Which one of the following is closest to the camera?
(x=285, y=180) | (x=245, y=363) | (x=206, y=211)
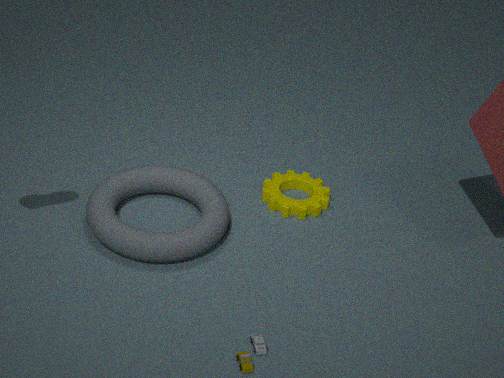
(x=245, y=363)
